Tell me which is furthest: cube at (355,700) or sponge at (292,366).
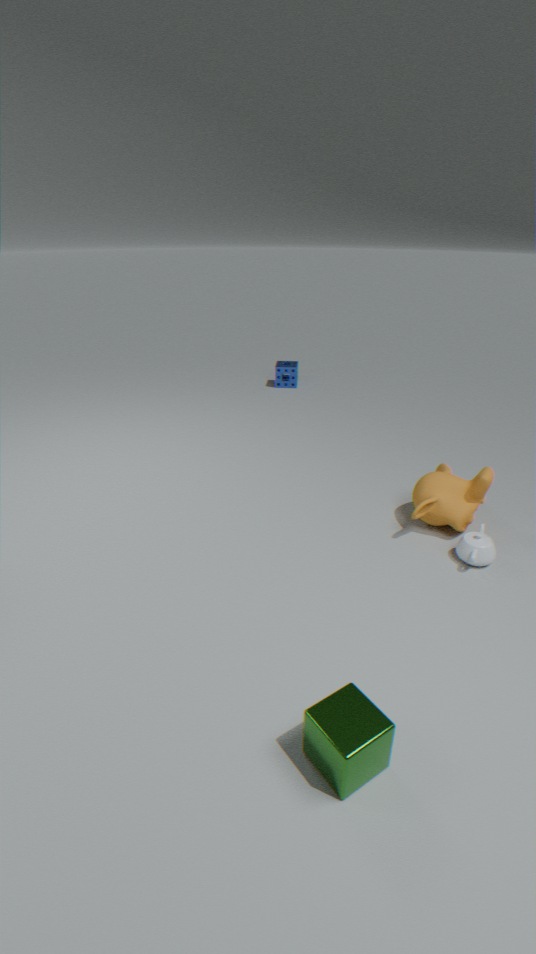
sponge at (292,366)
